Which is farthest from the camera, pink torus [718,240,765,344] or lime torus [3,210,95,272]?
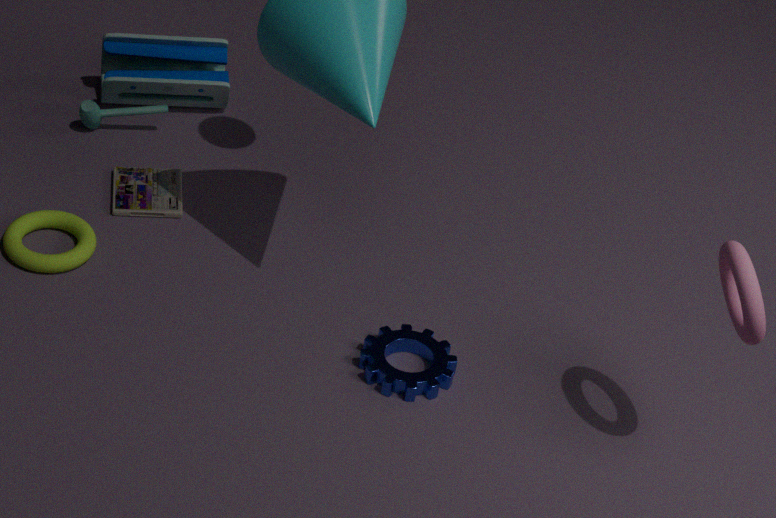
lime torus [3,210,95,272]
